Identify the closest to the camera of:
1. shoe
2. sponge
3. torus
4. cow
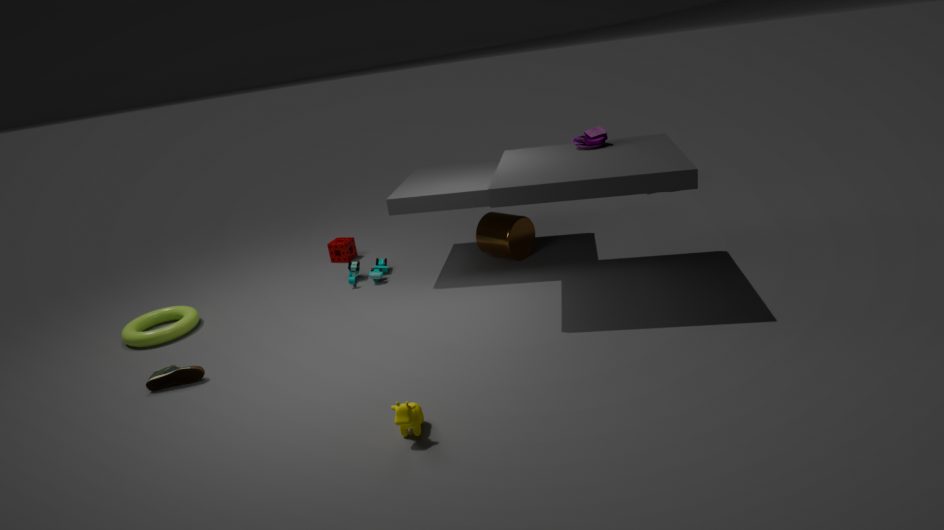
cow
